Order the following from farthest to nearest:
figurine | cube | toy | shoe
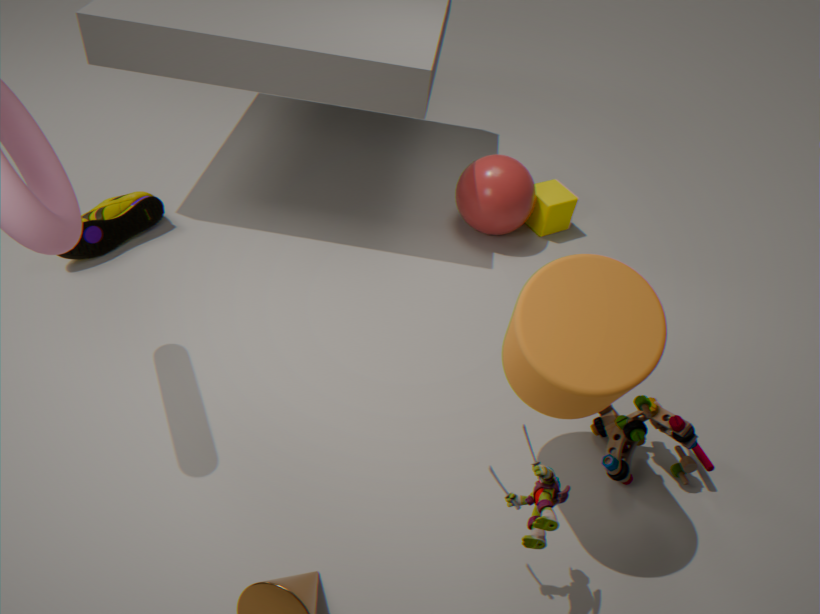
cube → shoe → toy → figurine
